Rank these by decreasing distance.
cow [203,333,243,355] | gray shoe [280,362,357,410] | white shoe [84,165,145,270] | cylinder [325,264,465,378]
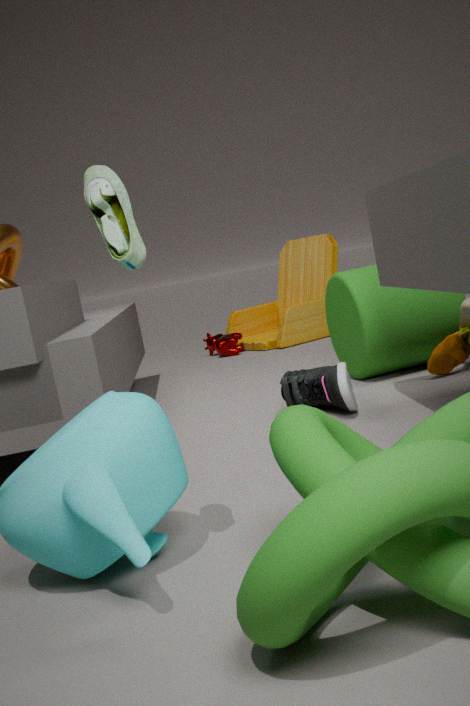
cow [203,333,243,355], cylinder [325,264,465,378], gray shoe [280,362,357,410], white shoe [84,165,145,270]
